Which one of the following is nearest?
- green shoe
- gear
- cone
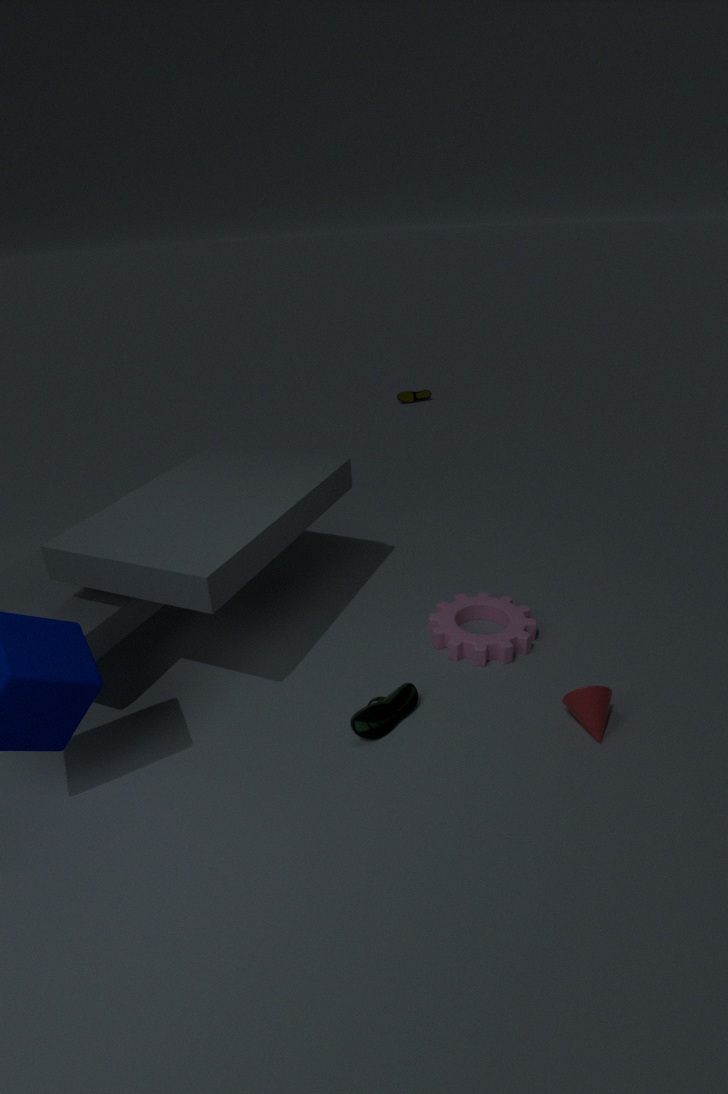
cone
